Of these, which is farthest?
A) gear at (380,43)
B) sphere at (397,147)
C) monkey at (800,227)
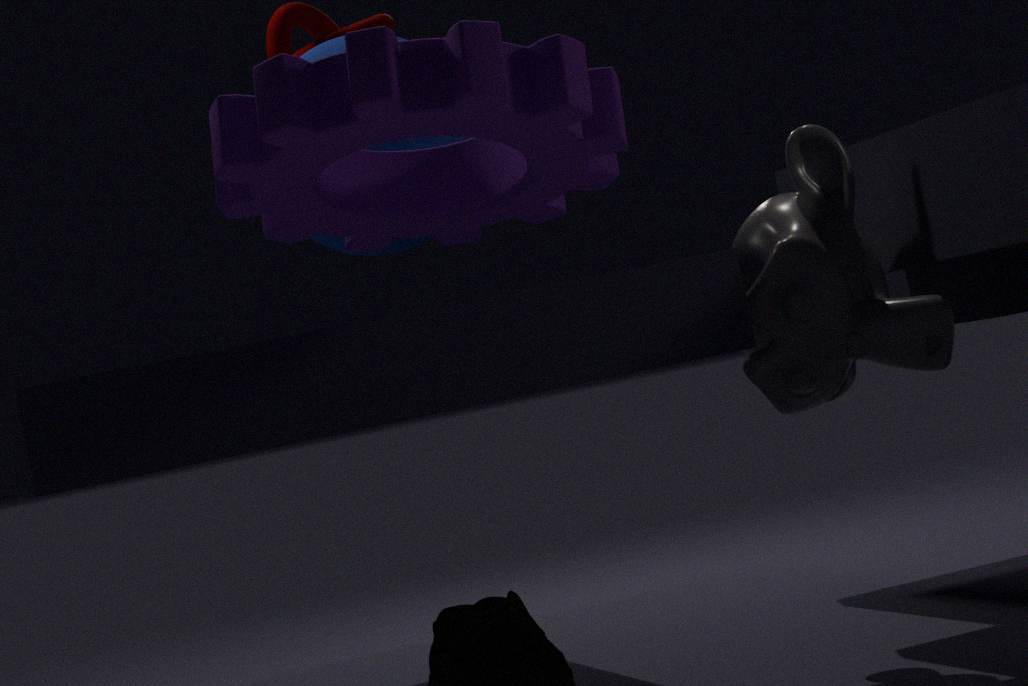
sphere at (397,147)
